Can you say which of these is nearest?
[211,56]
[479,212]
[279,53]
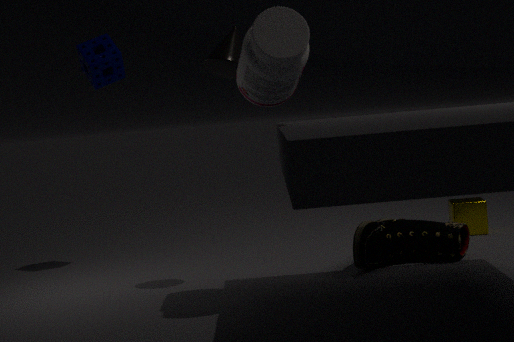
[279,53]
